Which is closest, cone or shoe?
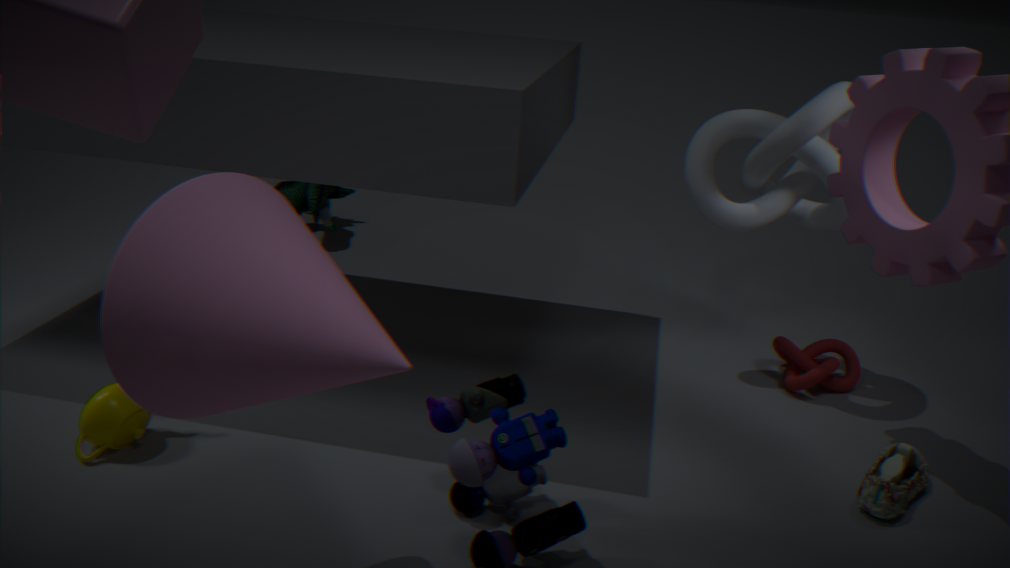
cone
